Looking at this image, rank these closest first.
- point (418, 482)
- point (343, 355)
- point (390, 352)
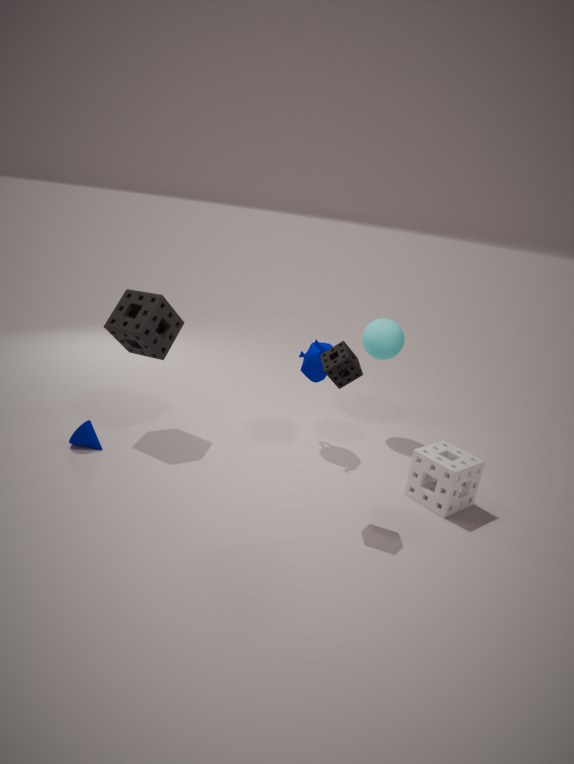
point (343, 355)
point (418, 482)
point (390, 352)
